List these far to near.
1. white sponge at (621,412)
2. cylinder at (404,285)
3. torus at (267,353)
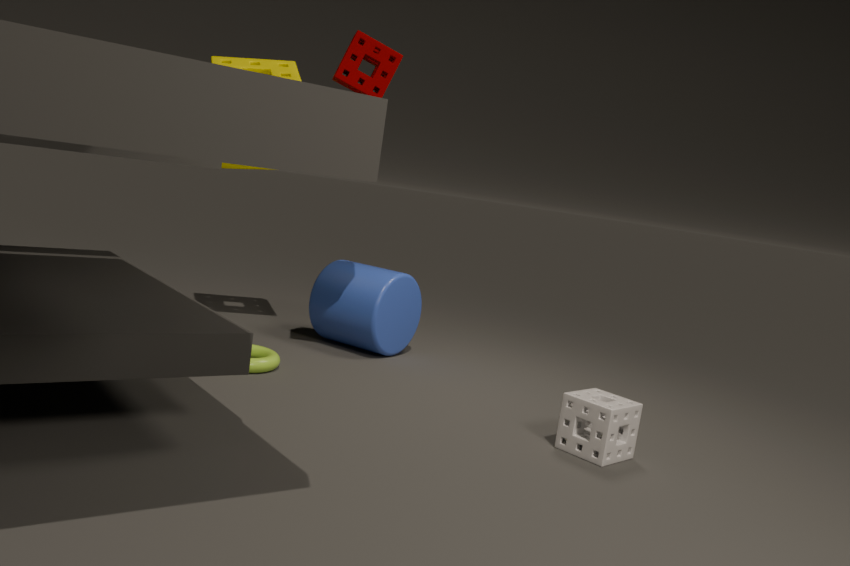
cylinder at (404,285)
torus at (267,353)
white sponge at (621,412)
